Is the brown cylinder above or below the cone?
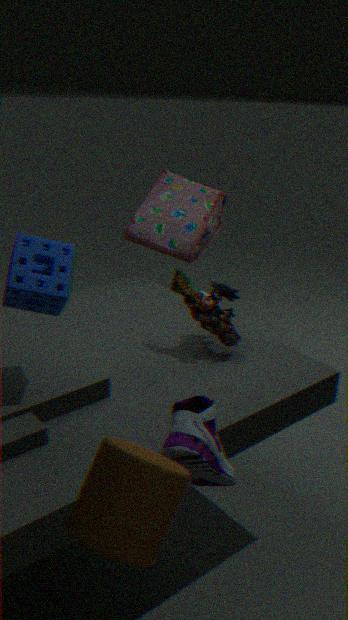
above
